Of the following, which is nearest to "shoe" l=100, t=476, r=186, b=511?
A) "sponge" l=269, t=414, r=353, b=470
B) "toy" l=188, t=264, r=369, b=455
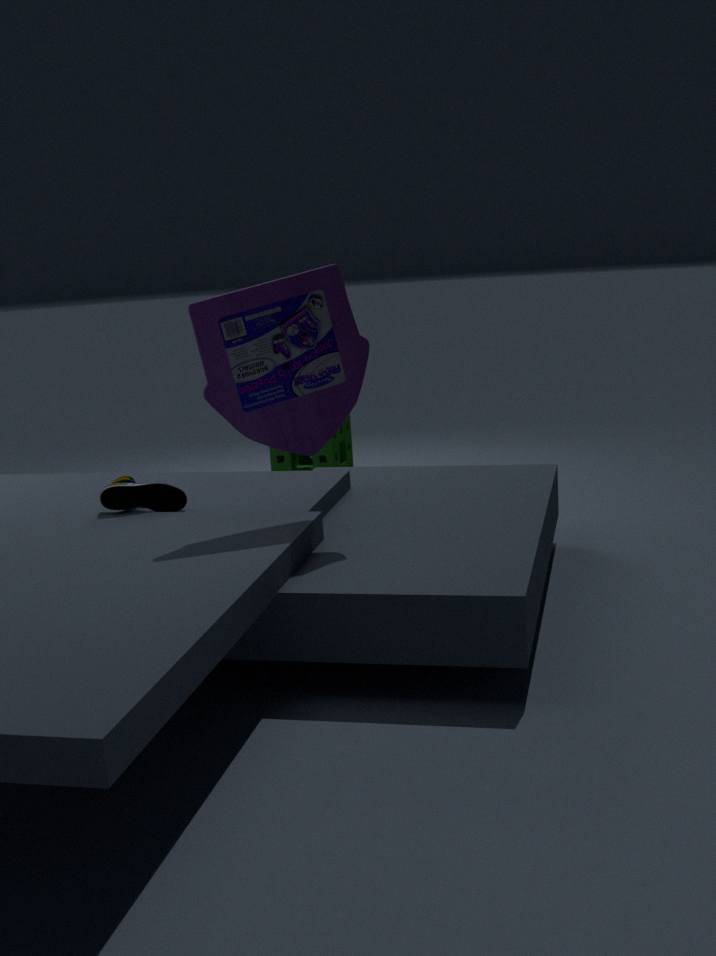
"toy" l=188, t=264, r=369, b=455
